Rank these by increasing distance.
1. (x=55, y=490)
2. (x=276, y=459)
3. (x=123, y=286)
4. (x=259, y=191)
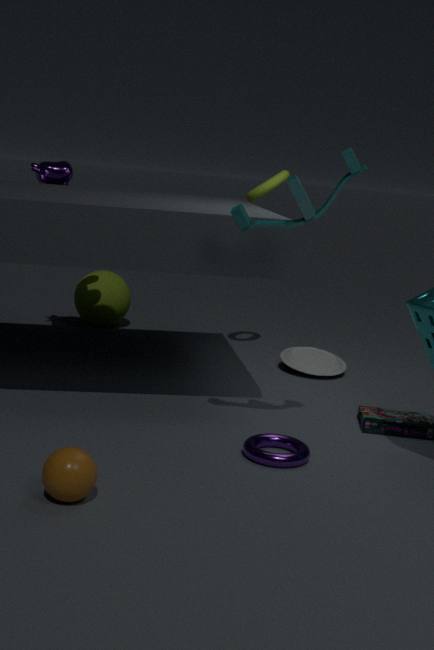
(x=55, y=490) < (x=276, y=459) < (x=259, y=191) < (x=123, y=286)
